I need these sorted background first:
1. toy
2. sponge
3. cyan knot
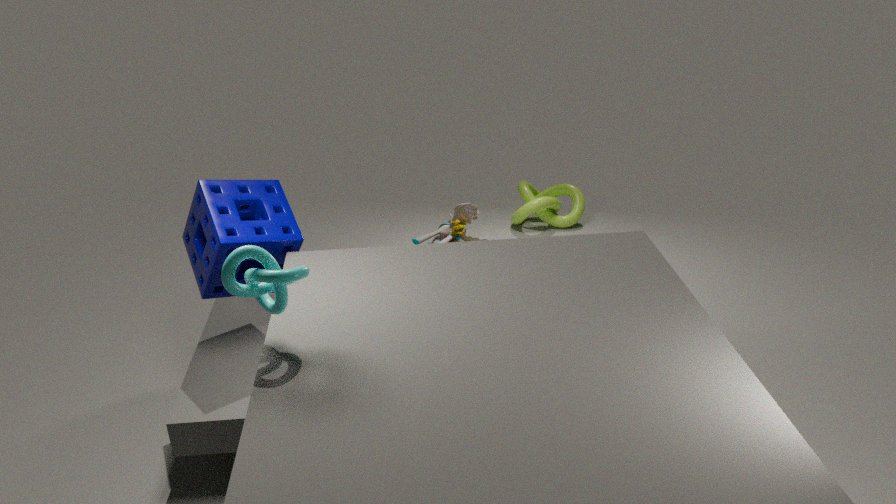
toy, sponge, cyan knot
